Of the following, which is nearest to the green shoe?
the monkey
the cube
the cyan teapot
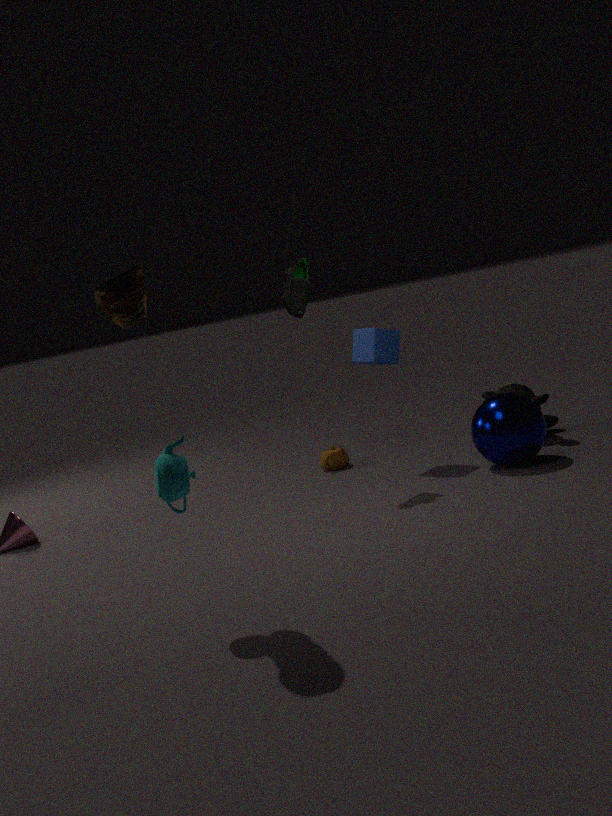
the cube
